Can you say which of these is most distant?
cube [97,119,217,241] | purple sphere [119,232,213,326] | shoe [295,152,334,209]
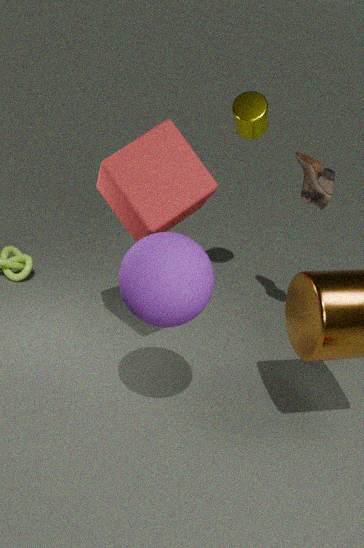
shoe [295,152,334,209]
